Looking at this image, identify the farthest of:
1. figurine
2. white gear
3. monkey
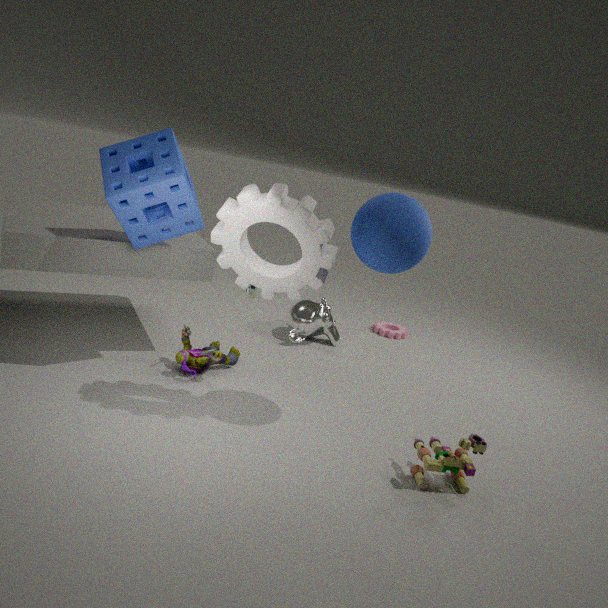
monkey
